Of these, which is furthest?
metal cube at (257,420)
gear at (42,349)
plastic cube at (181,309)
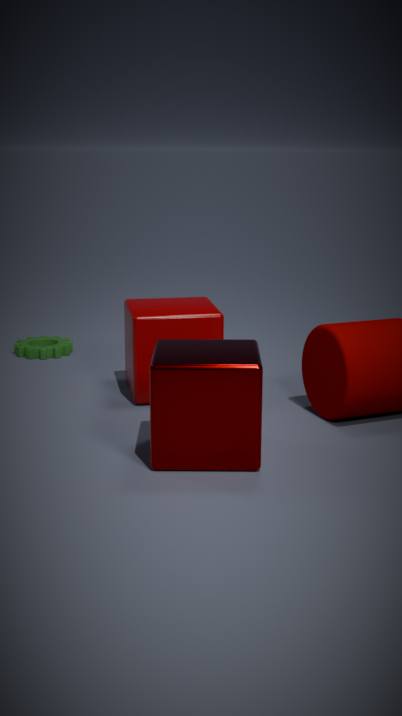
gear at (42,349)
